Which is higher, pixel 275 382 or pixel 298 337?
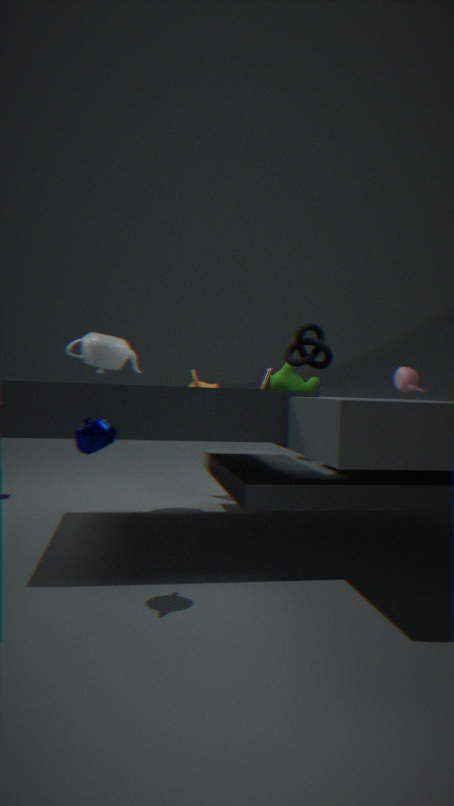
pixel 298 337
